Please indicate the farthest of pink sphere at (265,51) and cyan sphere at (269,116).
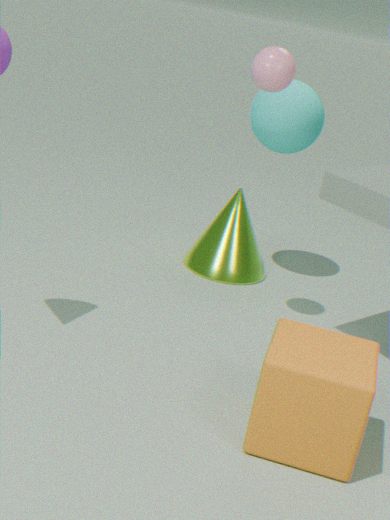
cyan sphere at (269,116)
